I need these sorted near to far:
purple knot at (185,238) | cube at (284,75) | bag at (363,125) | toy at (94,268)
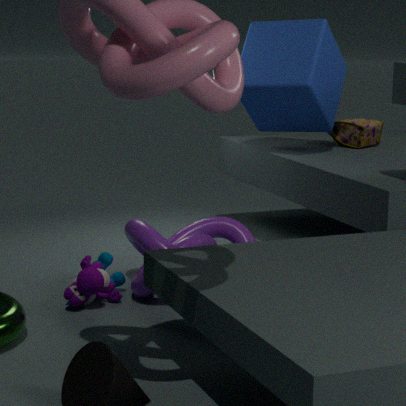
toy at (94,268) < purple knot at (185,238) < cube at (284,75) < bag at (363,125)
